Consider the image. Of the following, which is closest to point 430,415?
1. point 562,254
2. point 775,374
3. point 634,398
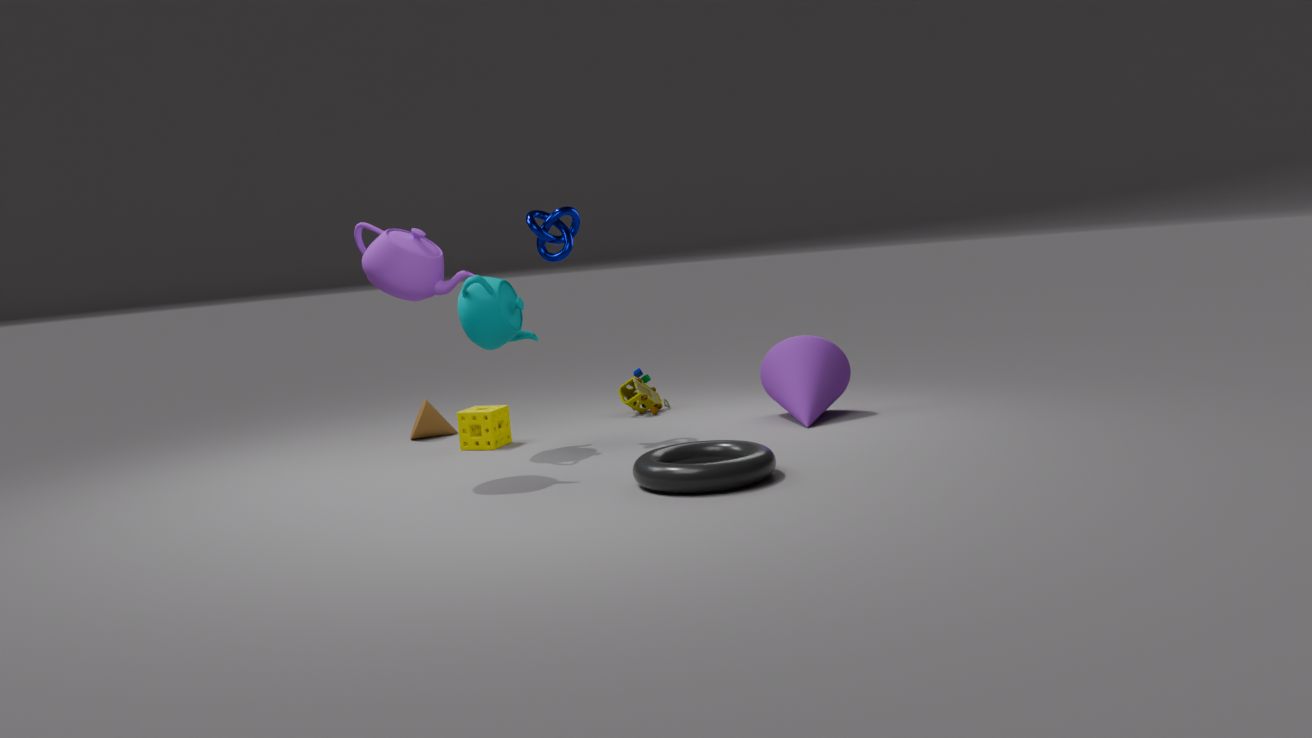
point 634,398
